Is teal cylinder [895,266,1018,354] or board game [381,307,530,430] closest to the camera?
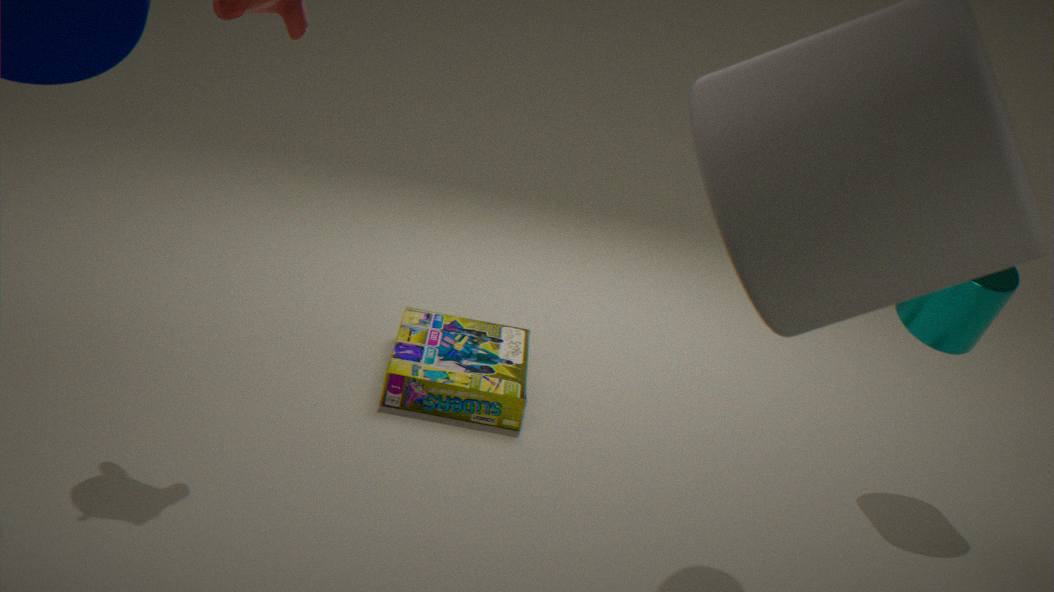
teal cylinder [895,266,1018,354]
